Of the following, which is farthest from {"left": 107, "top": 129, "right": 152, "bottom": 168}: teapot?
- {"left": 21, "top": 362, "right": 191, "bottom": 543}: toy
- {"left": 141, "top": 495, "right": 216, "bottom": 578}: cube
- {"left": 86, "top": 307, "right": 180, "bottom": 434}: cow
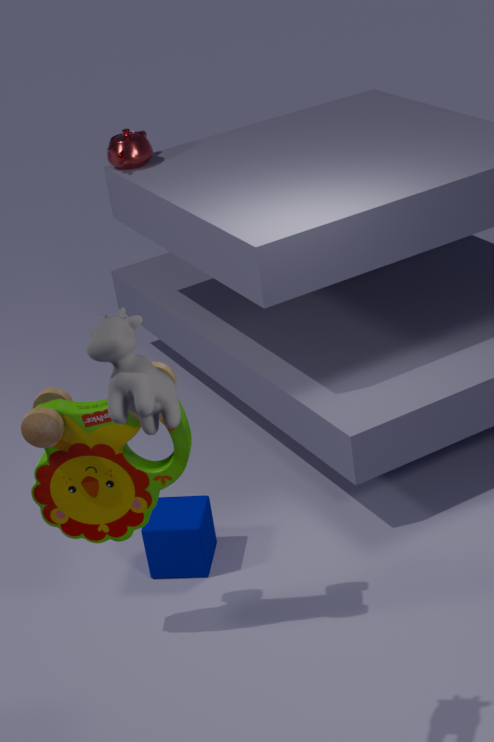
{"left": 86, "top": 307, "right": 180, "bottom": 434}: cow
